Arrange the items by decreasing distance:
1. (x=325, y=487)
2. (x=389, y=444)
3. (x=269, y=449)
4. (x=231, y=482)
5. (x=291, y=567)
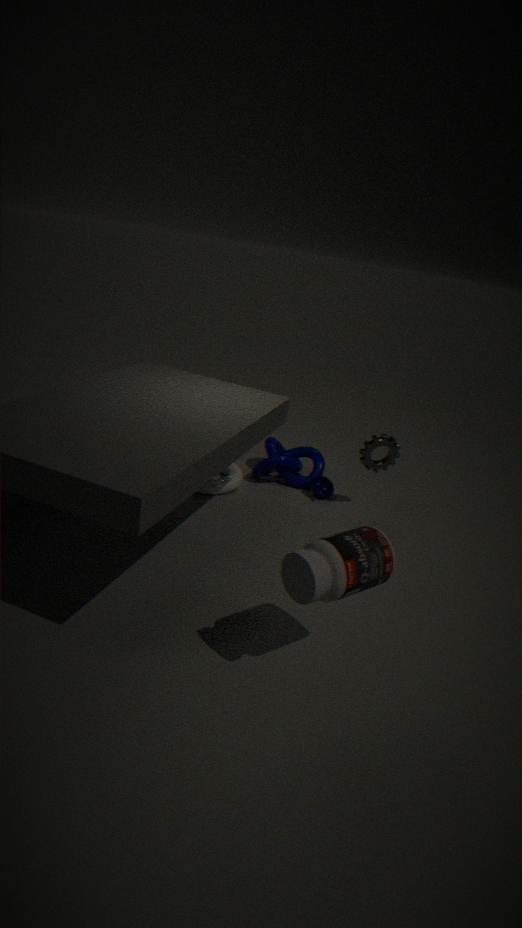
(x=269, y=449)
(x=325, y=487)
(x=231, y=482)
(x=389, y=444)
(x=291, y=567)
